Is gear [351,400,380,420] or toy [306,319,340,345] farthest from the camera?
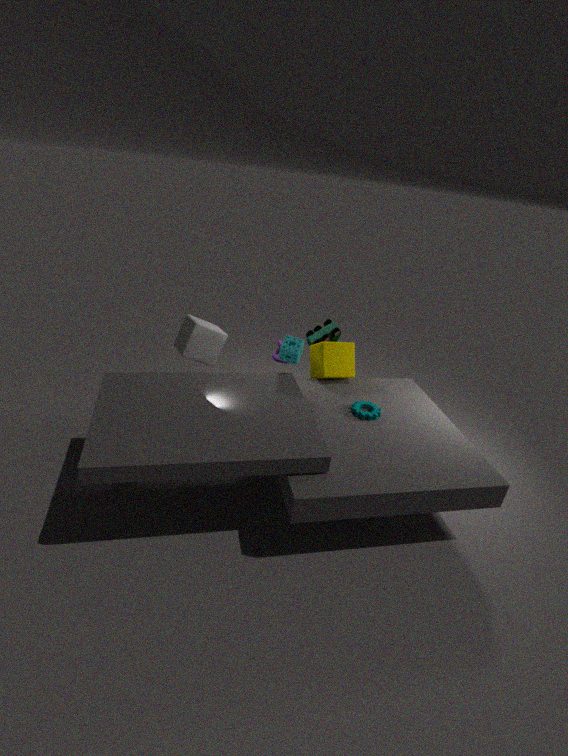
toy [306,319,340,345]
